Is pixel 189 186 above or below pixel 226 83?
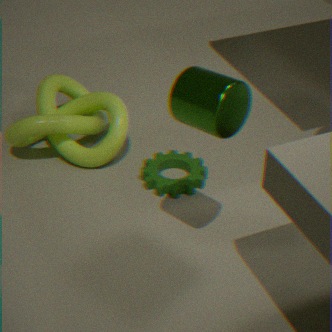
below
